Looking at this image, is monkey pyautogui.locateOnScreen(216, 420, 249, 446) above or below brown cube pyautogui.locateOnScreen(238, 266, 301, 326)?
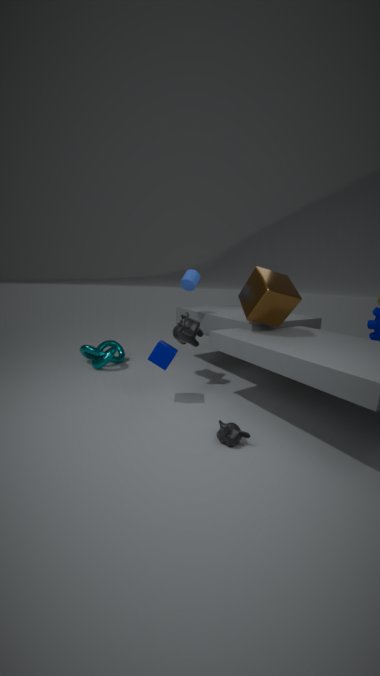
below
